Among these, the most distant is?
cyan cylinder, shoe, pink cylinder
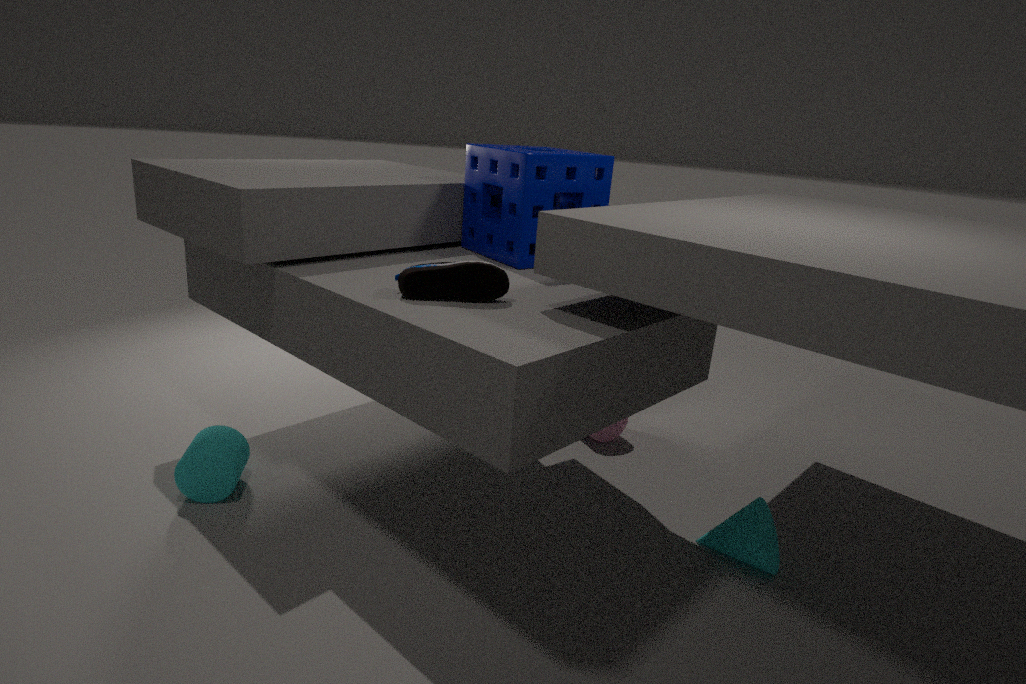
pink cylinder
